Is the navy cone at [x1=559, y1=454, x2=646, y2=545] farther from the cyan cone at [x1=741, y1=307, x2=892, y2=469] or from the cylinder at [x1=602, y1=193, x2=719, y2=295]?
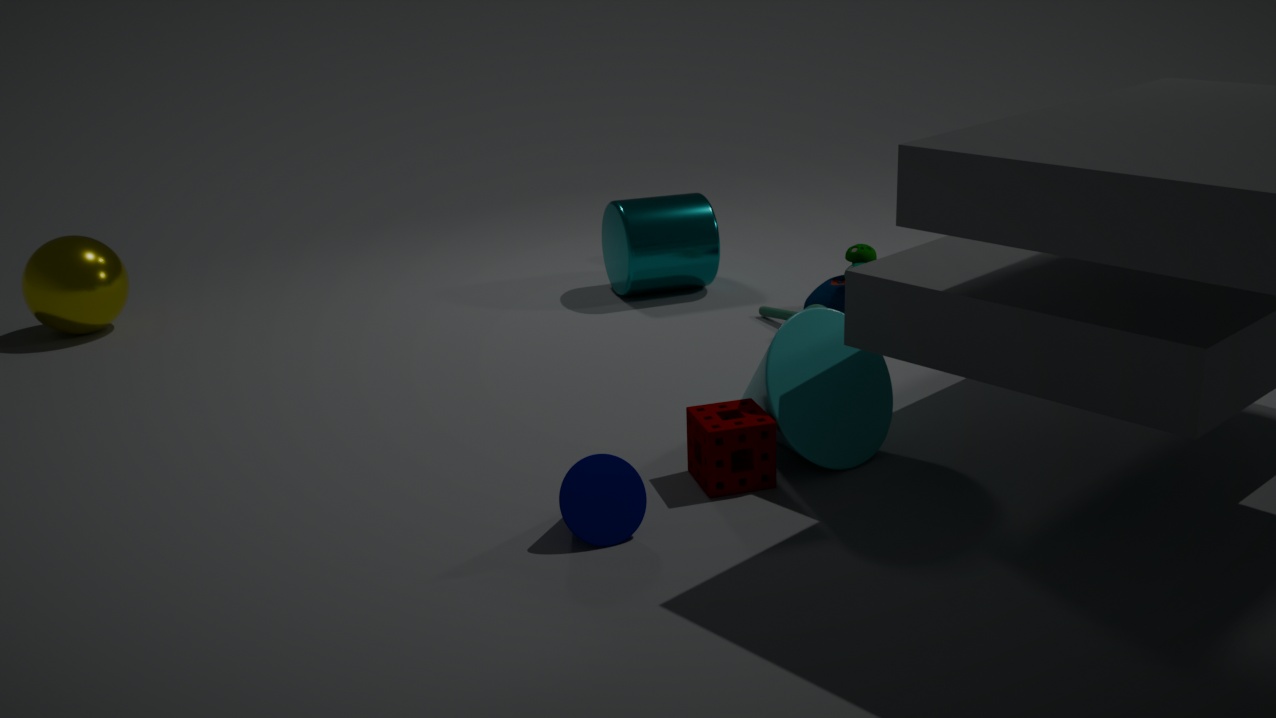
the cylinder at [x1=602, y1=193, x2=719, y2=295]
